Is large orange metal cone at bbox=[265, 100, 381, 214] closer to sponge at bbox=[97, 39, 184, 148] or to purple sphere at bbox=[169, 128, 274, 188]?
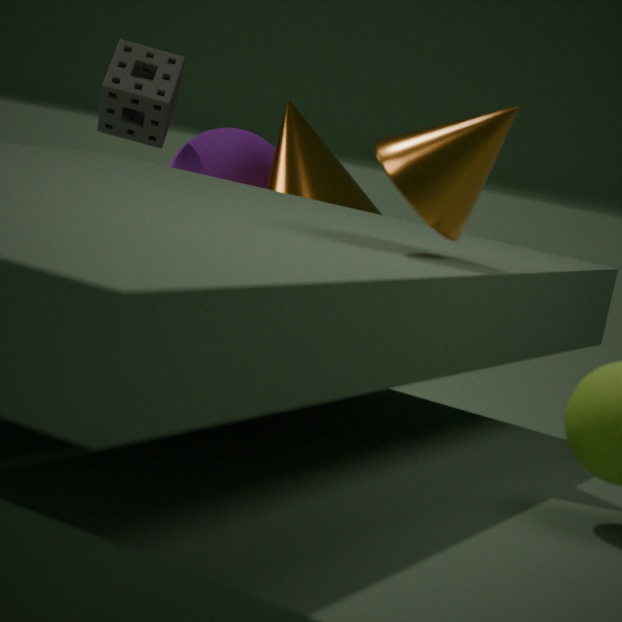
purple sphere at bbox=[169, 128, 274, 188]
